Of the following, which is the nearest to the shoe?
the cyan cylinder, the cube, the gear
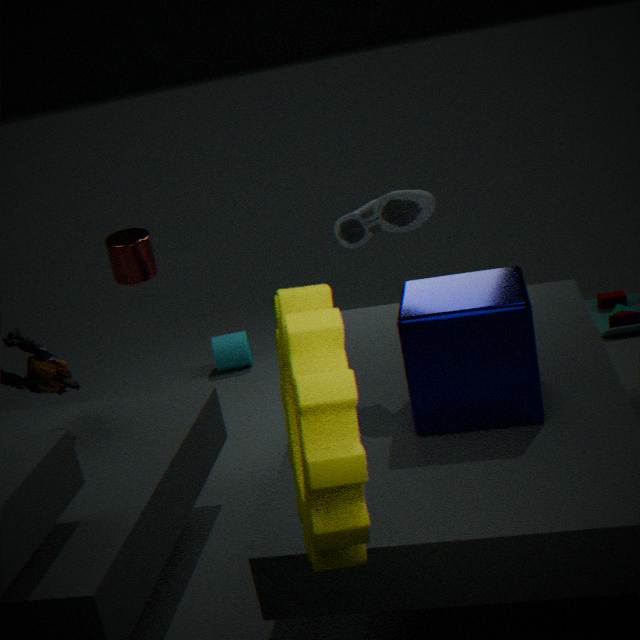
the cube
